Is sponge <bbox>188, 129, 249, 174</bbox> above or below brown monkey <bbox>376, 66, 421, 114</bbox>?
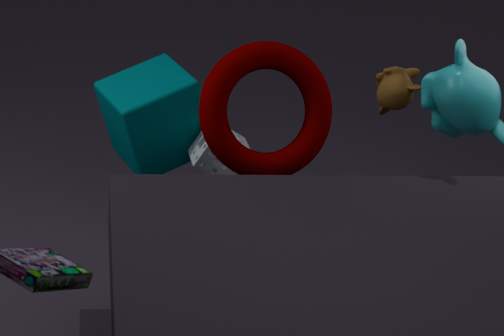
below
